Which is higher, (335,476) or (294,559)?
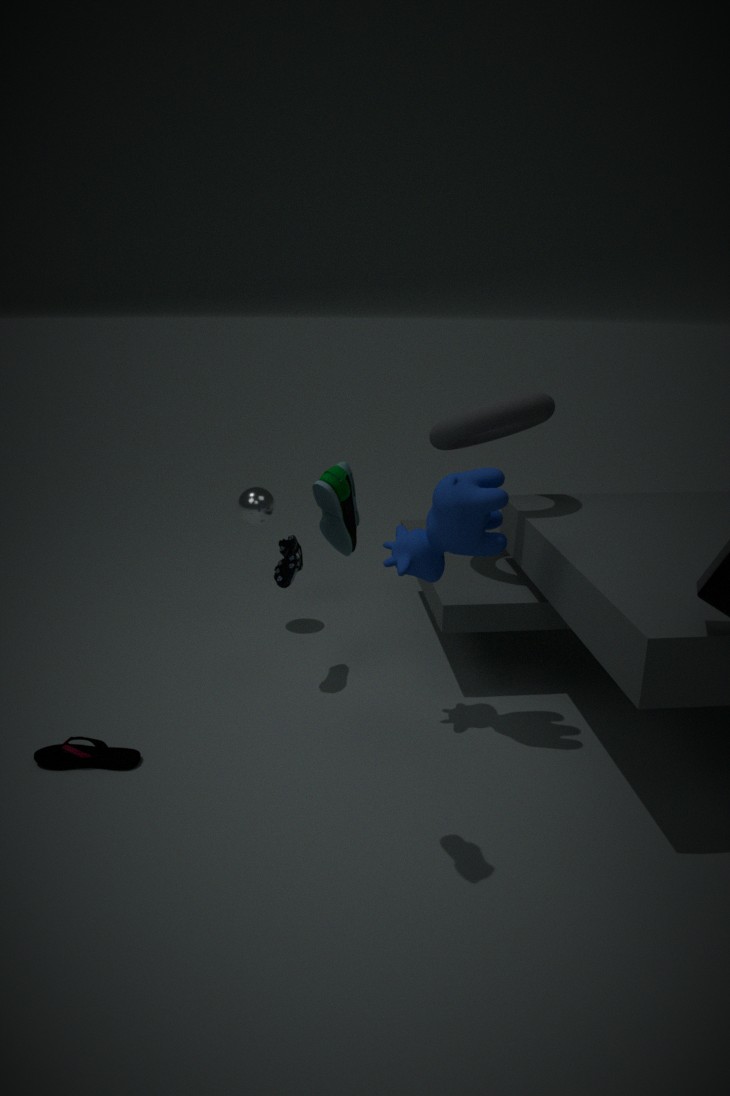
(335,476)
